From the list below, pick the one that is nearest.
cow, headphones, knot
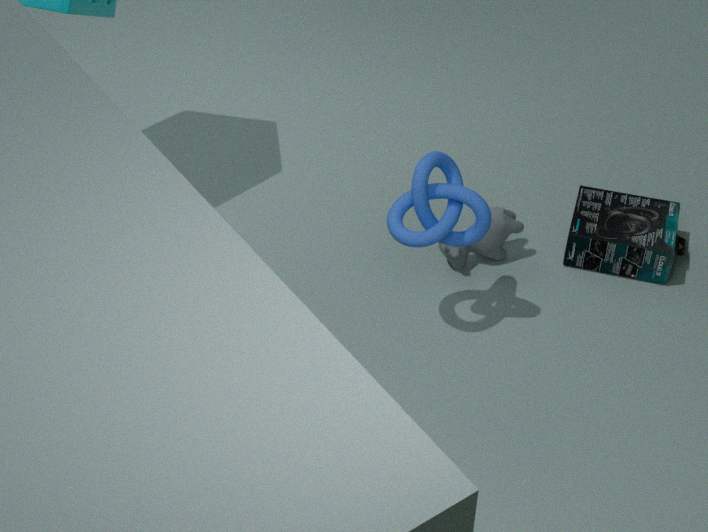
knot
